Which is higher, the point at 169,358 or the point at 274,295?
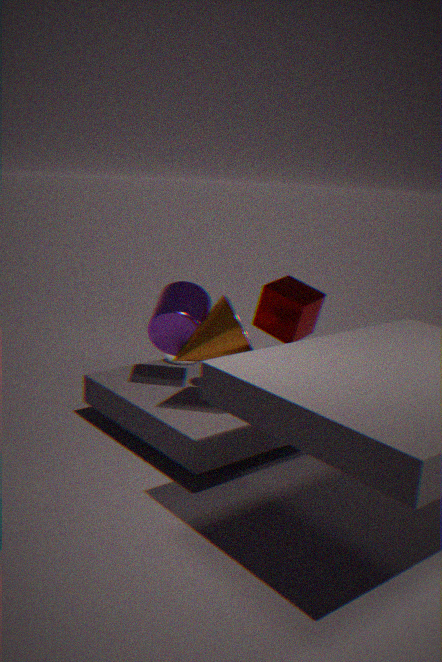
the point at 274,295
